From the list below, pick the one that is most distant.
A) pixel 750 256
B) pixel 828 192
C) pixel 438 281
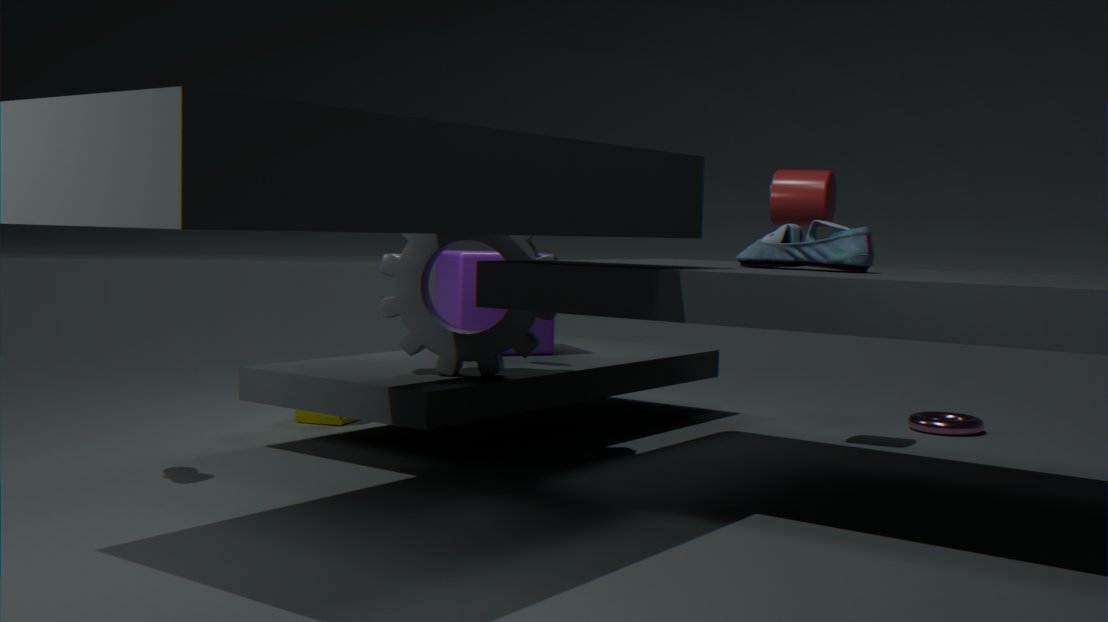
pixel 438 281
